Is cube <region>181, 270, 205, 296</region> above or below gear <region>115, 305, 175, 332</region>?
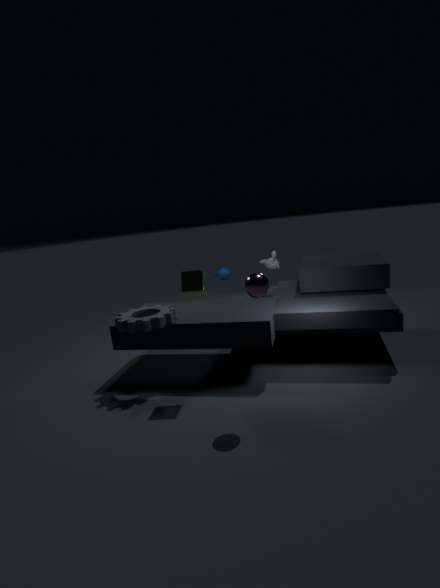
above
